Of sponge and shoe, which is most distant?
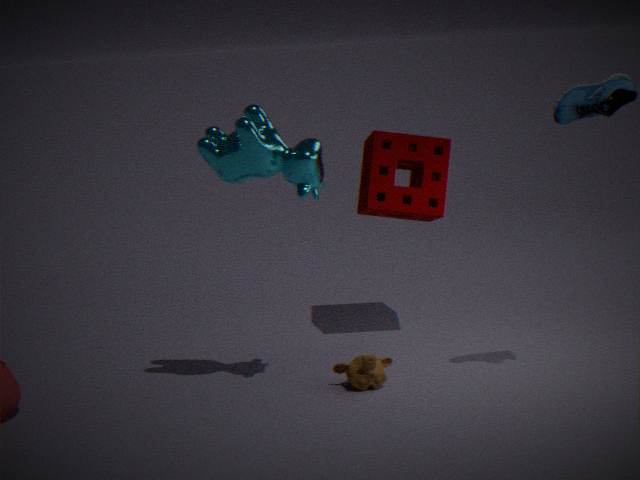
sponge
